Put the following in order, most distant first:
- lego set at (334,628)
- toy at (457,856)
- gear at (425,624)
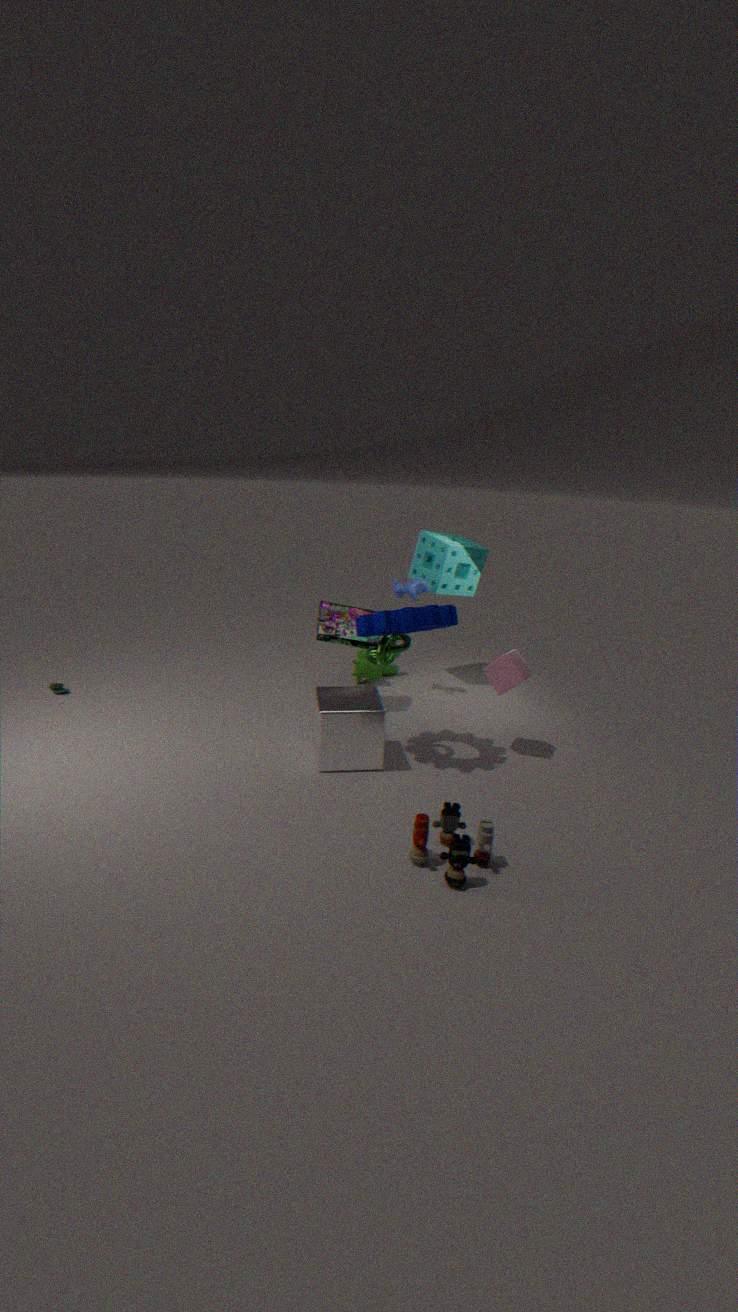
lego set at (334,628) < gear at (425,624) < toy at (457,856)
